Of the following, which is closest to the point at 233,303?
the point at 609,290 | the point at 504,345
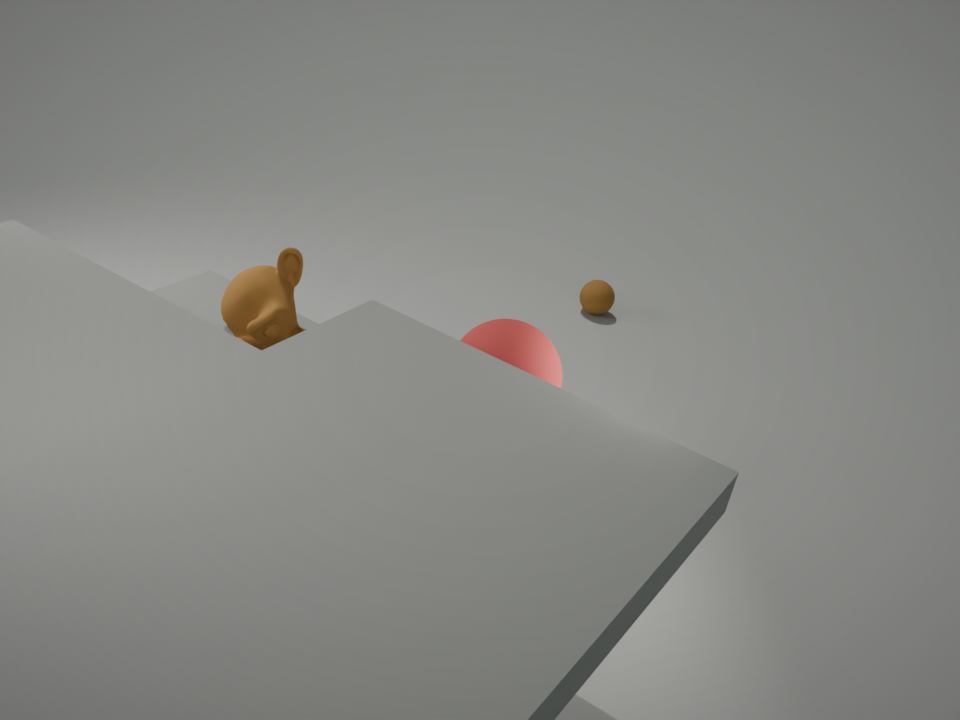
the point at 504,345
